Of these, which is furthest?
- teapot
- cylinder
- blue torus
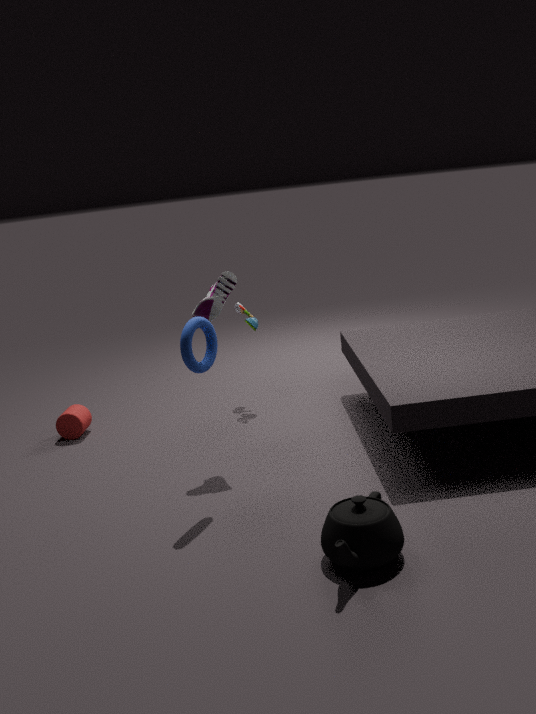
cylinder
